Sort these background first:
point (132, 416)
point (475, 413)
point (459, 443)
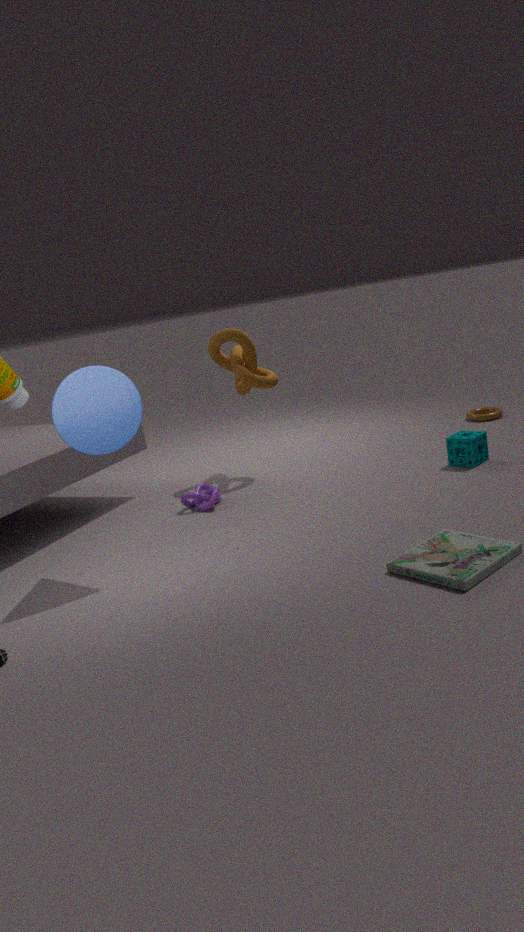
point (475, 413), point (459, 443), point (132, 416)
